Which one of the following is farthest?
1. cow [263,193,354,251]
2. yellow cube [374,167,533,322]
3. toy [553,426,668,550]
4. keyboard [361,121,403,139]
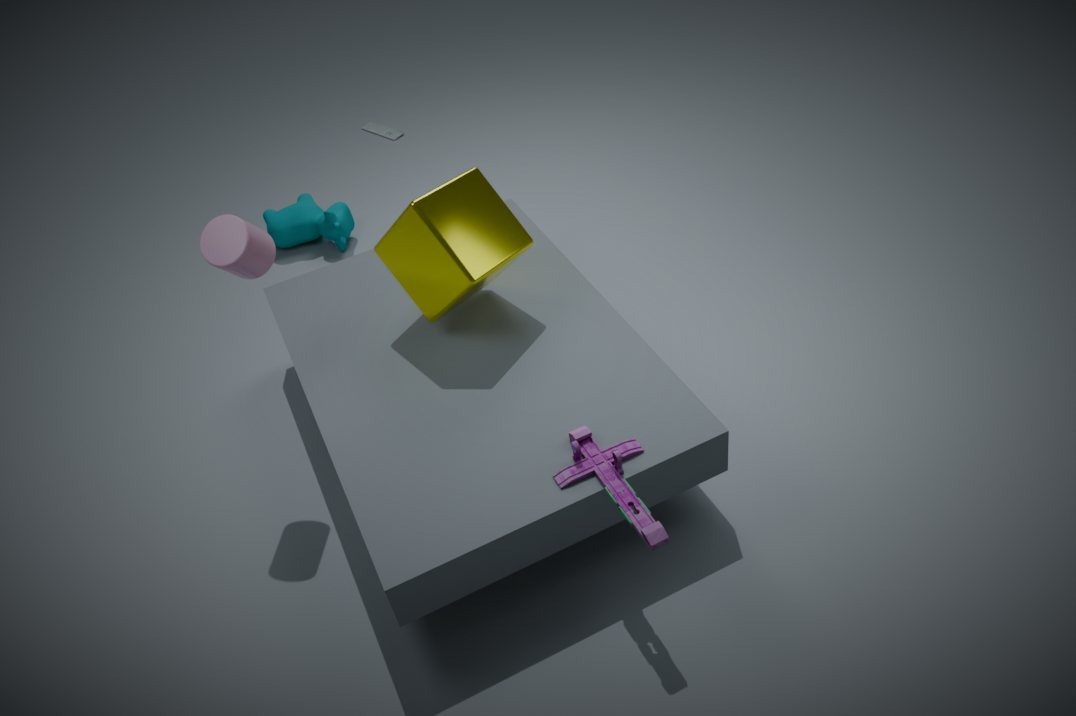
keyboard [361,121,403,139]
